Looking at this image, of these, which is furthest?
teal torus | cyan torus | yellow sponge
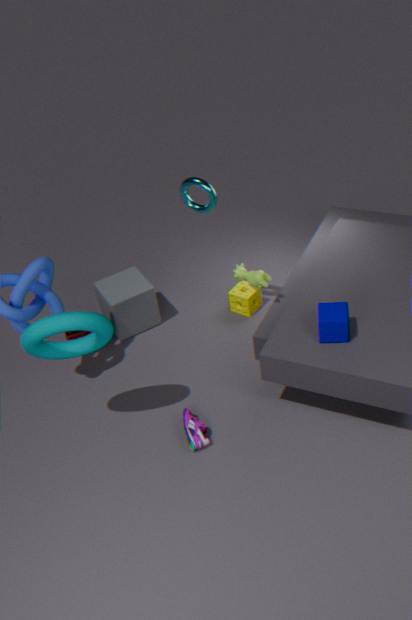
yellow sponge
